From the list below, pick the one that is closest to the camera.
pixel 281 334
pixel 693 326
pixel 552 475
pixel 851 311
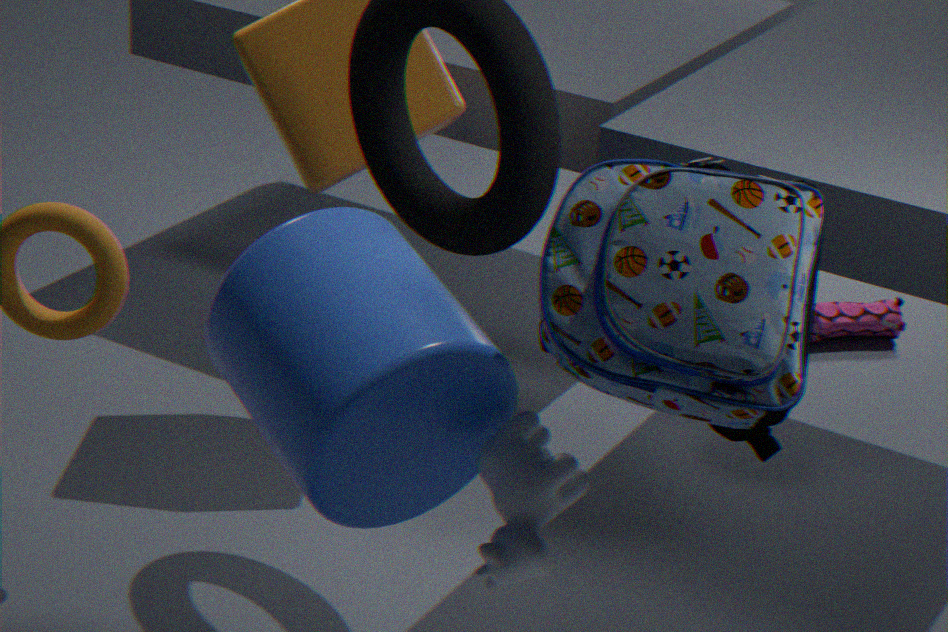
pixel 693 326
